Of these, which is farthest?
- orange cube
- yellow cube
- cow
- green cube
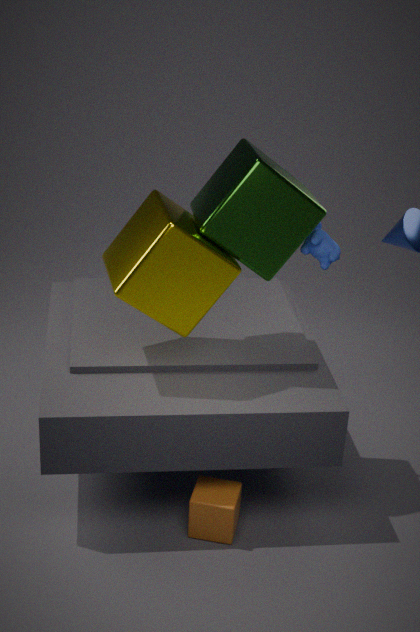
cow
